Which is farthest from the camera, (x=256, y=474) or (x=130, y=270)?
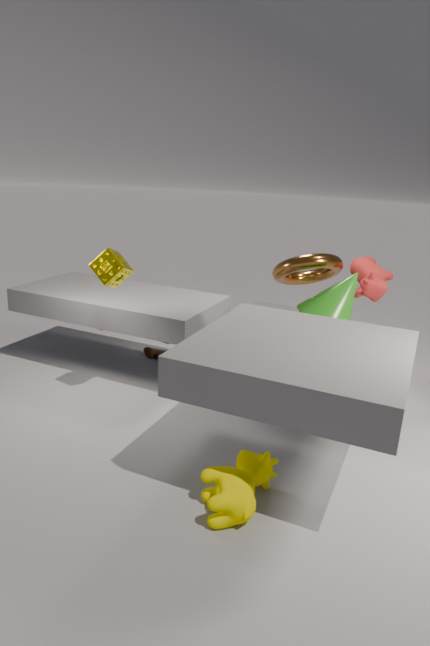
(x=130, y=270)
